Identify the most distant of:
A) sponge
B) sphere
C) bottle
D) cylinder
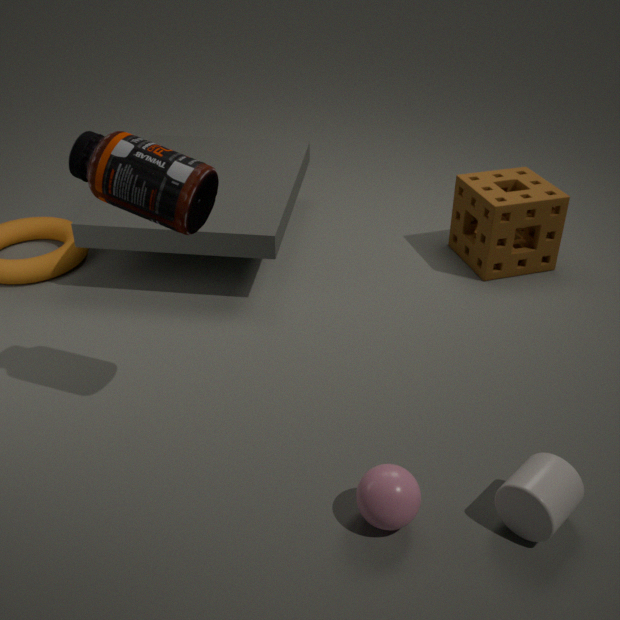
sponge
